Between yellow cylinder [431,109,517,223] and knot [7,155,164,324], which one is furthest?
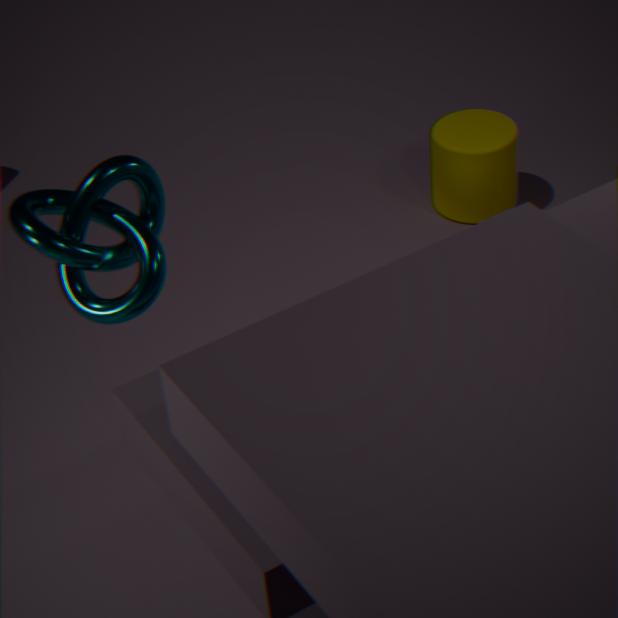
yellow cylinder [431,109,517,223]
